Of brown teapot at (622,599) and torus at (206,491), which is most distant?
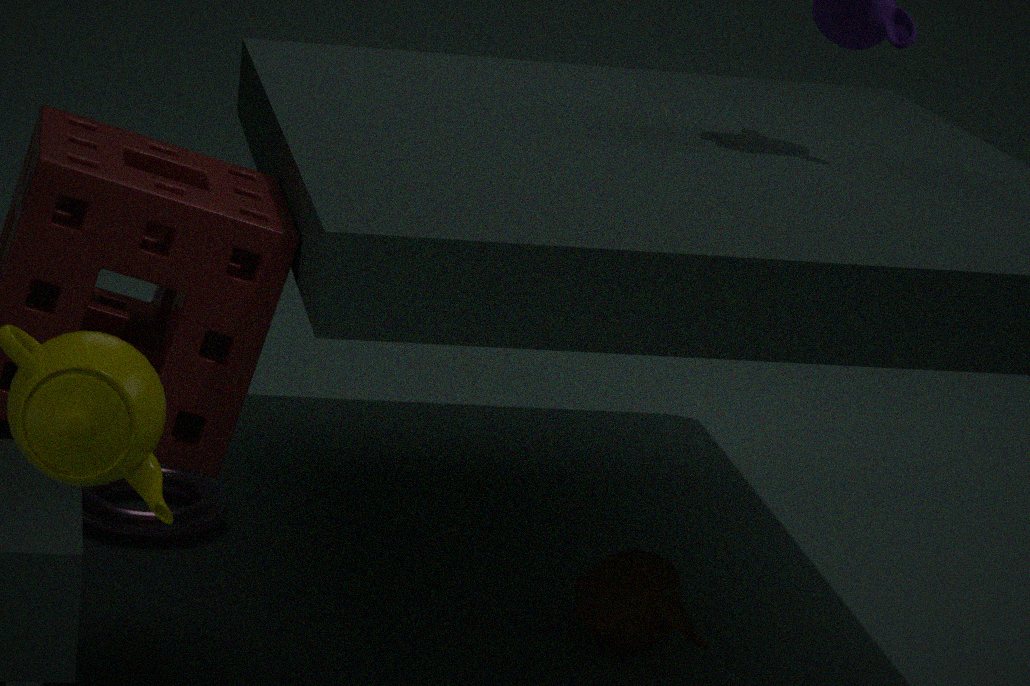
torus at (206,491)
